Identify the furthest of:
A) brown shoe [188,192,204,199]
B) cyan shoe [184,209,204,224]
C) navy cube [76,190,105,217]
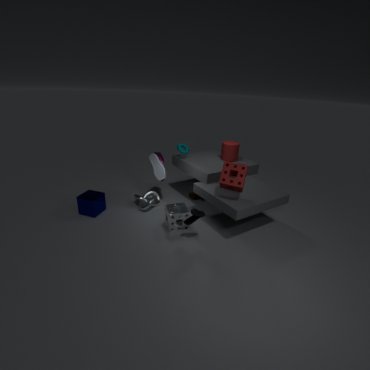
brown shoe [188,192,204,199]
